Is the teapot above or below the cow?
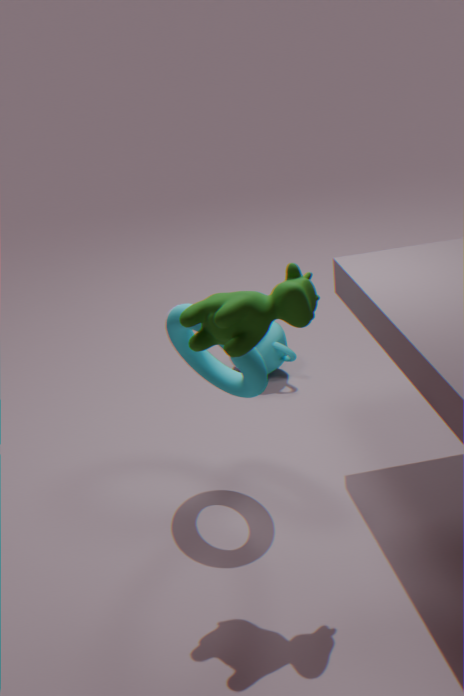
below
